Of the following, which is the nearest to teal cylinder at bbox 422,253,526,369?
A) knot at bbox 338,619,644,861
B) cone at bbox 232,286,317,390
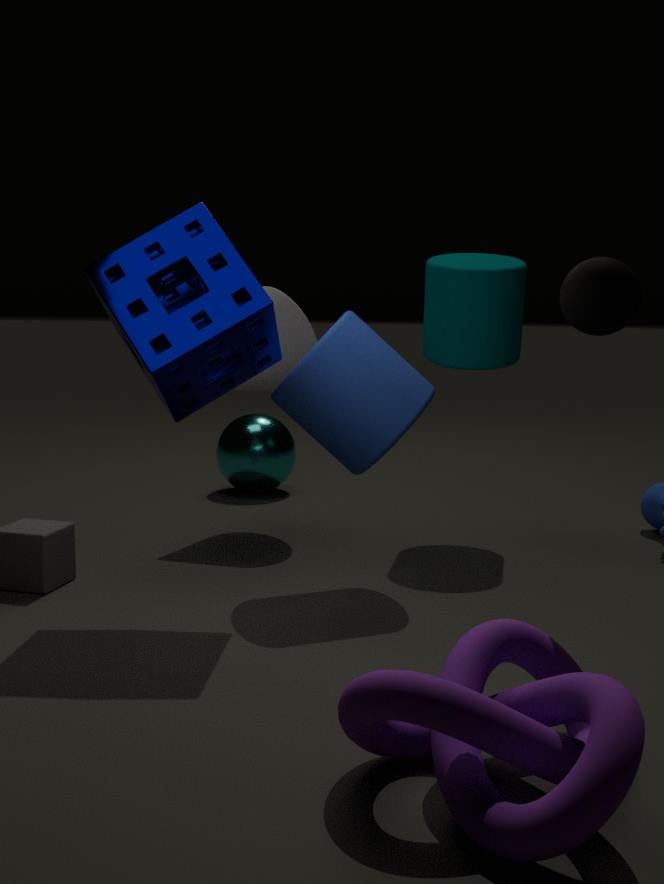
cone at bbox 232,286,317,390
